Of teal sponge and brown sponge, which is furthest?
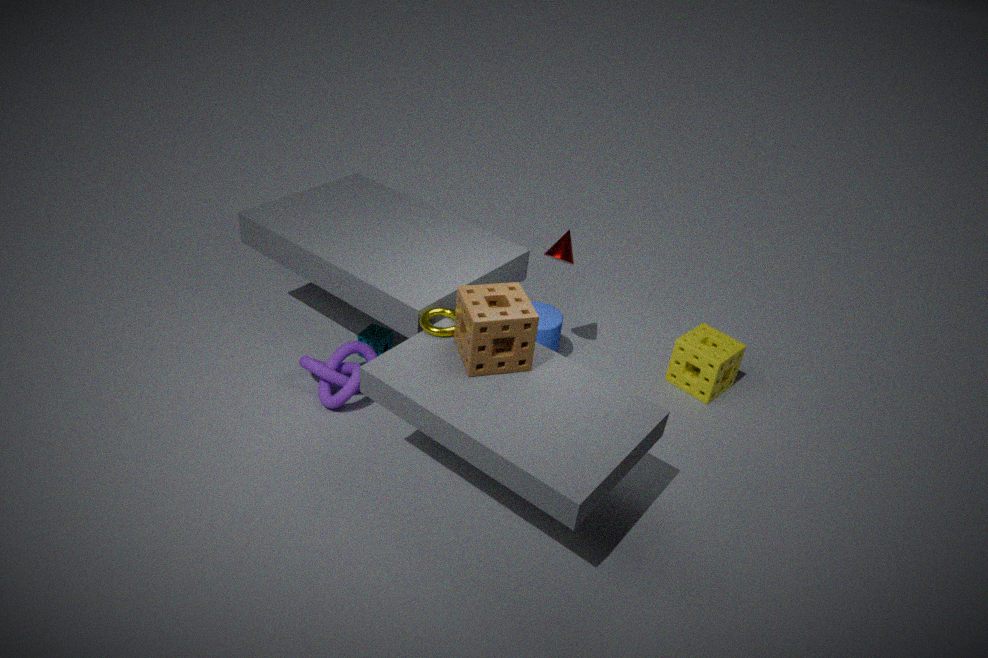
teal sponge
